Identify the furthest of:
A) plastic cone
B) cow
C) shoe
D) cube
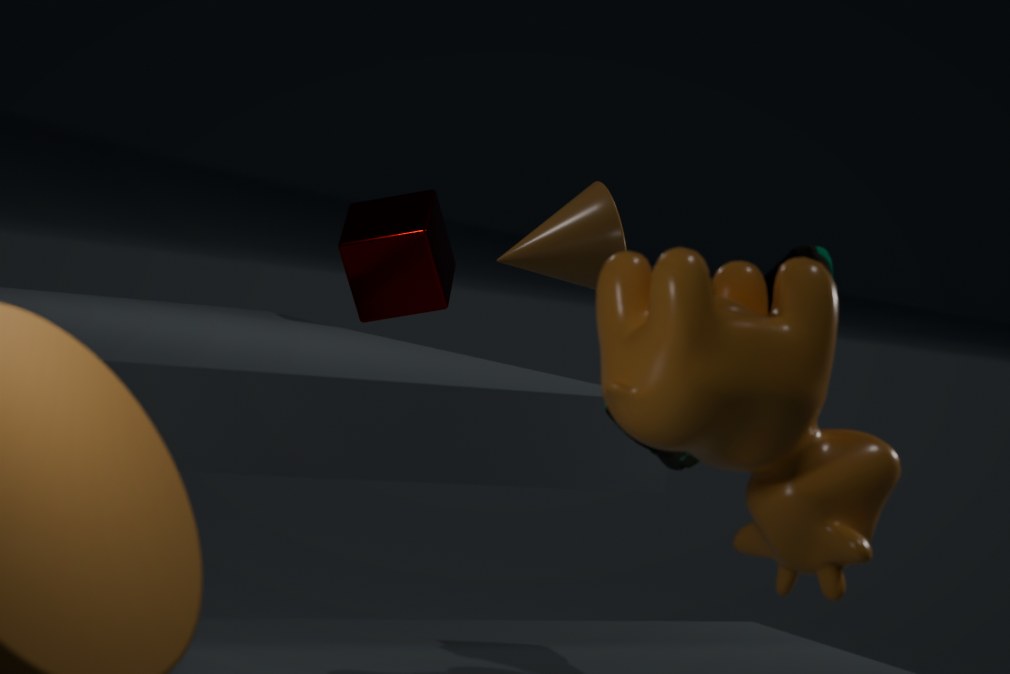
cube
